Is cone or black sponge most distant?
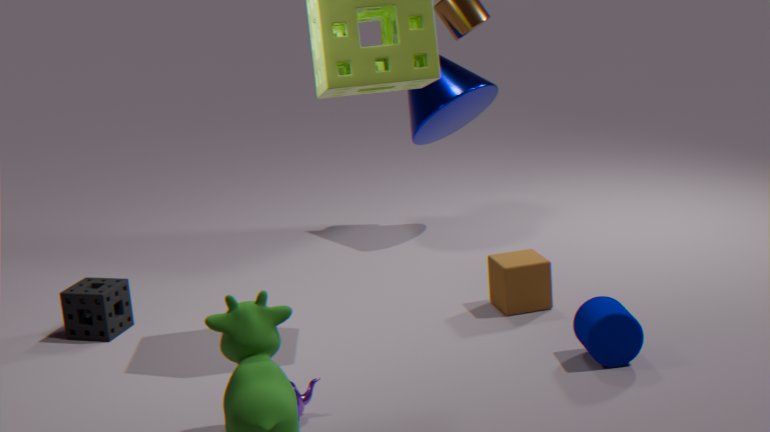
cone
